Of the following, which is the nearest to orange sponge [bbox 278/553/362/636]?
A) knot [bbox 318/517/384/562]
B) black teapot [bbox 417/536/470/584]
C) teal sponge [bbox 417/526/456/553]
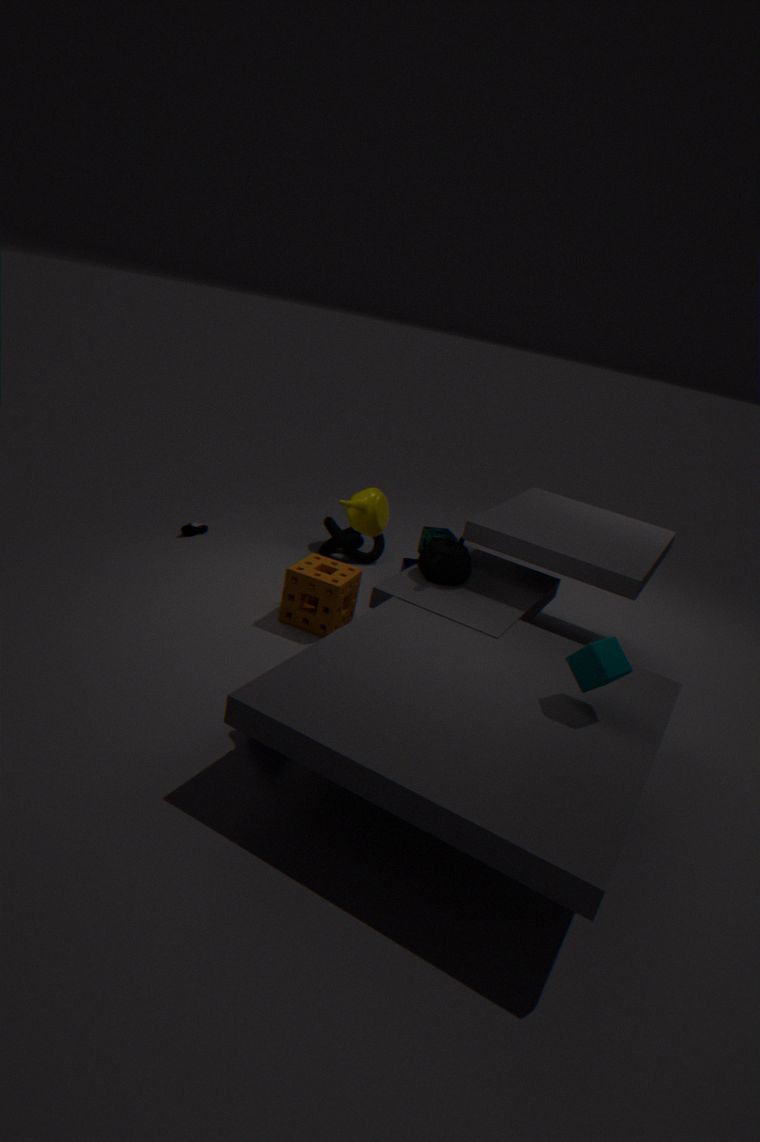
black teapot [bbox 417/536/470/584]
